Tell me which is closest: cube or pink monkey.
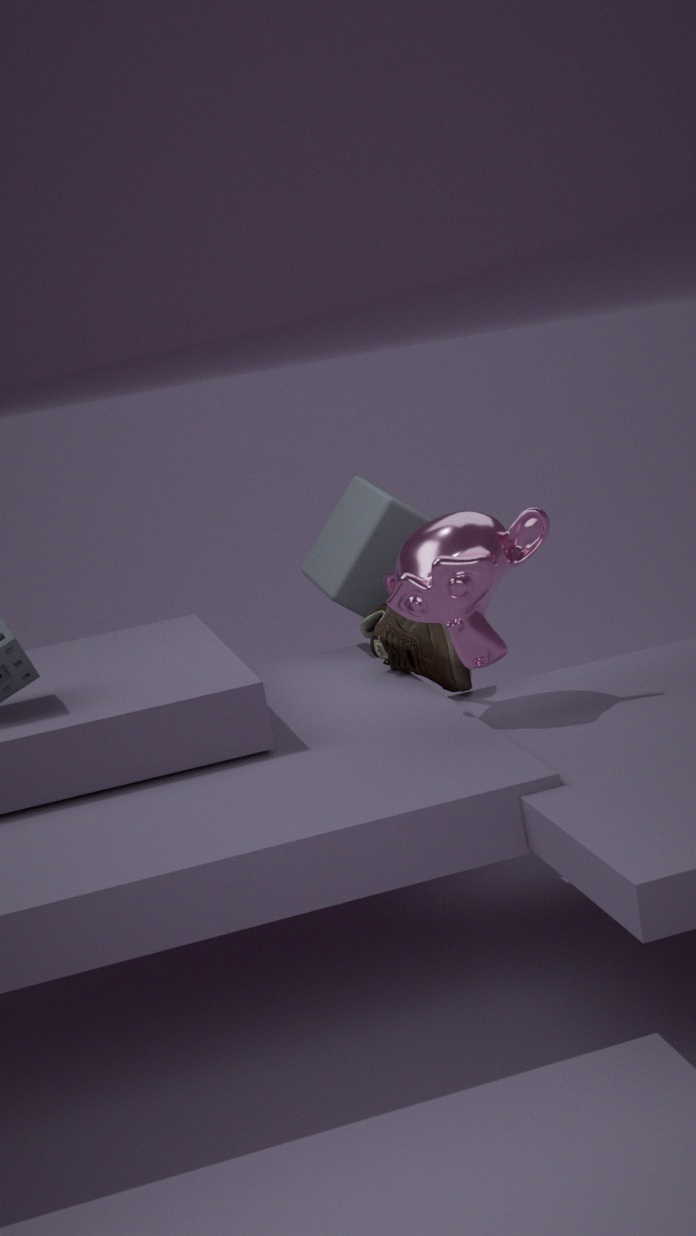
pink monkey
